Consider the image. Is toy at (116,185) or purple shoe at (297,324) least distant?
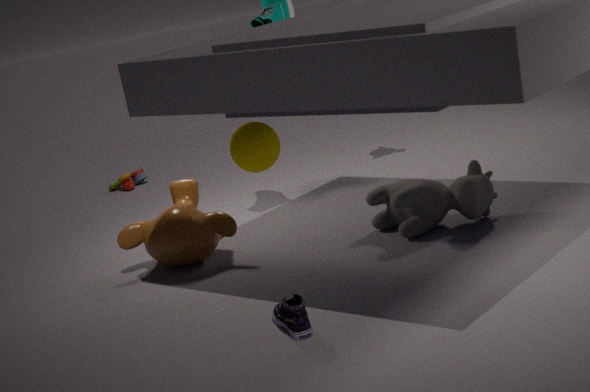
purple shoe at (297,324)
